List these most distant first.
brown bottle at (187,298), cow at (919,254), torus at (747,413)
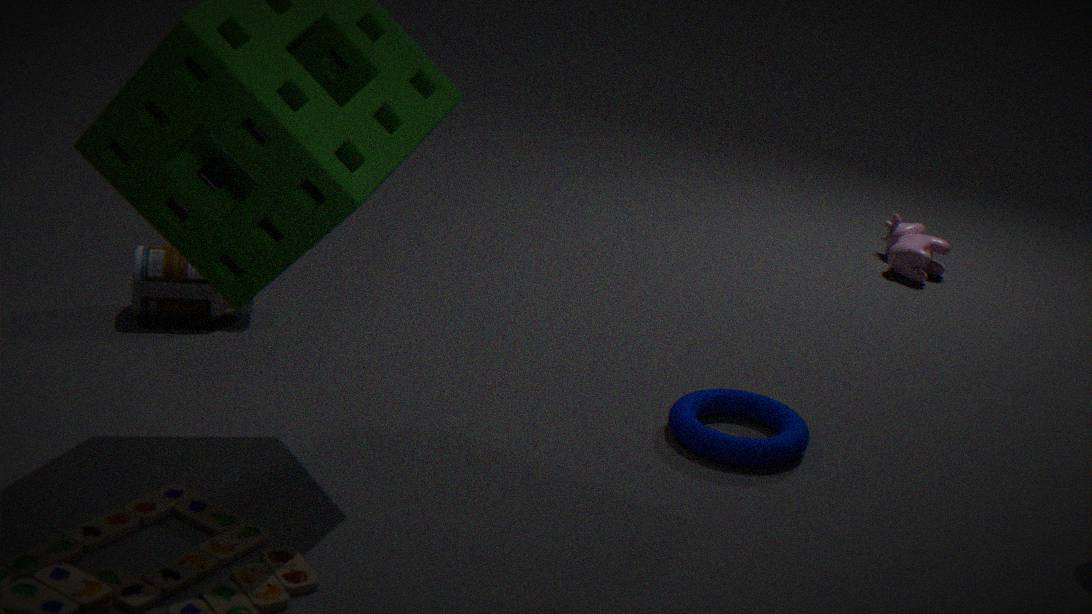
1. cow at (919,254)
2. brown bottle at (187,298)
3. torus at (747,413)
